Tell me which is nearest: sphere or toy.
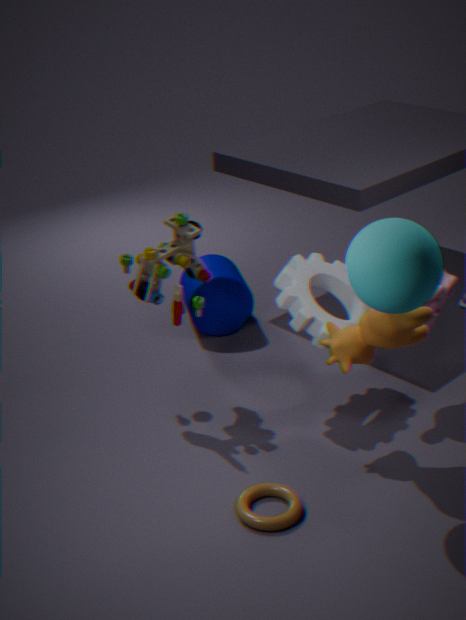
sphere
